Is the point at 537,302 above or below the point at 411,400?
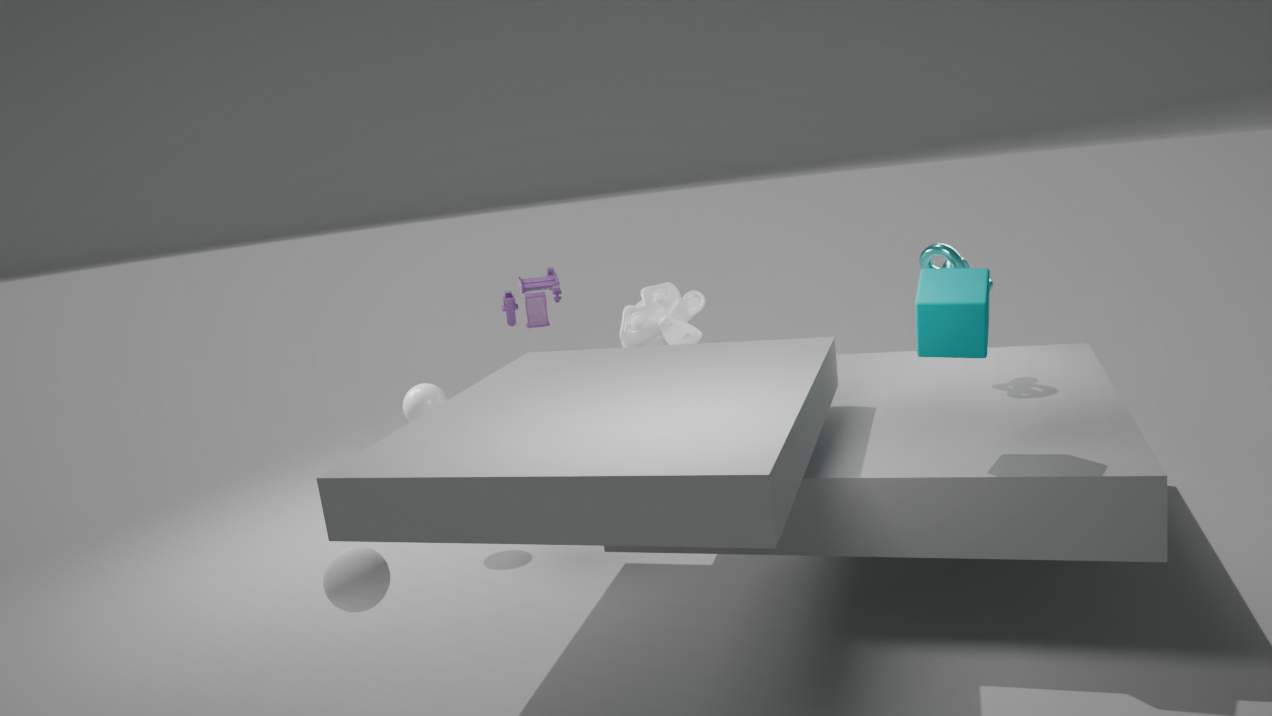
above
